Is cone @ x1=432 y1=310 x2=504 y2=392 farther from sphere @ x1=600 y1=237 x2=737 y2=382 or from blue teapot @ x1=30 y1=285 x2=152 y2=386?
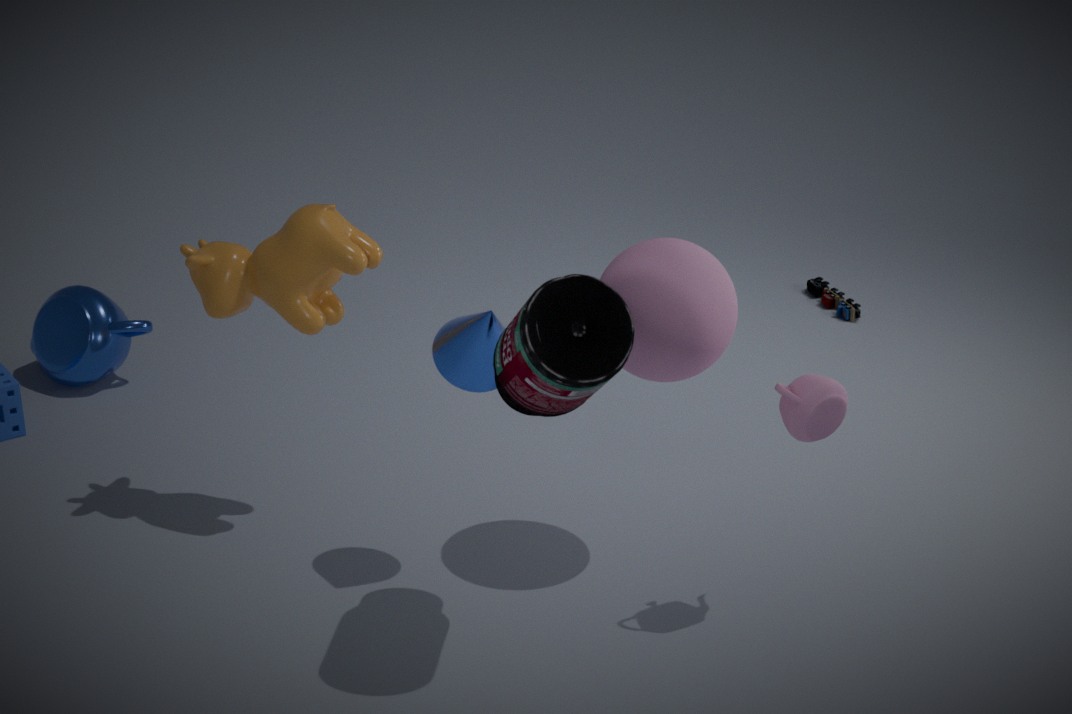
blue teapot @ x1=30 y1=285 x2=152 y2=386
